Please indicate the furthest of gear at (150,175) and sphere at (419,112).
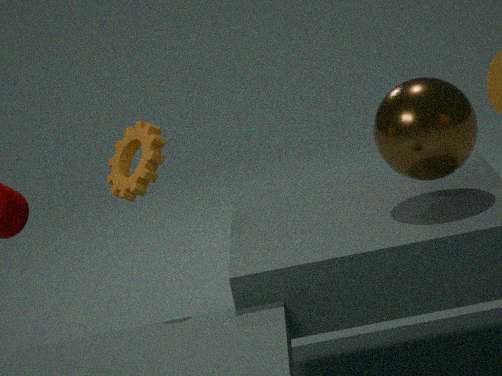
sphere at (419,112)
